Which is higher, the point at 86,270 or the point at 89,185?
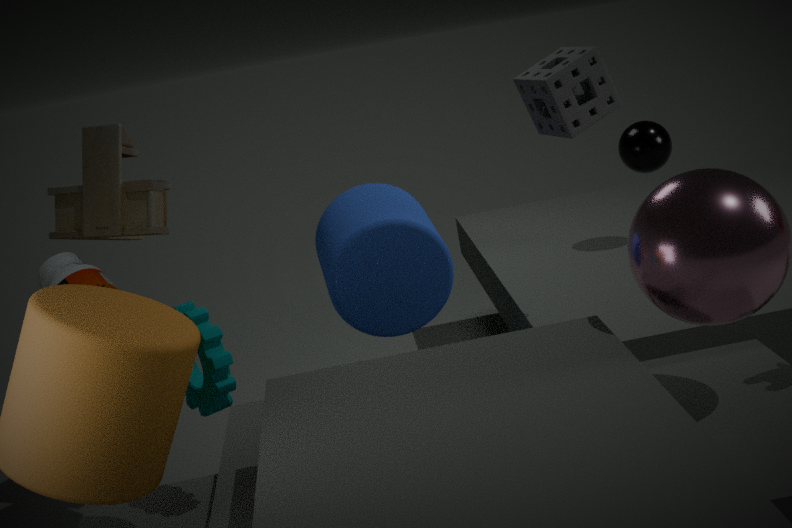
the point at 89,185
